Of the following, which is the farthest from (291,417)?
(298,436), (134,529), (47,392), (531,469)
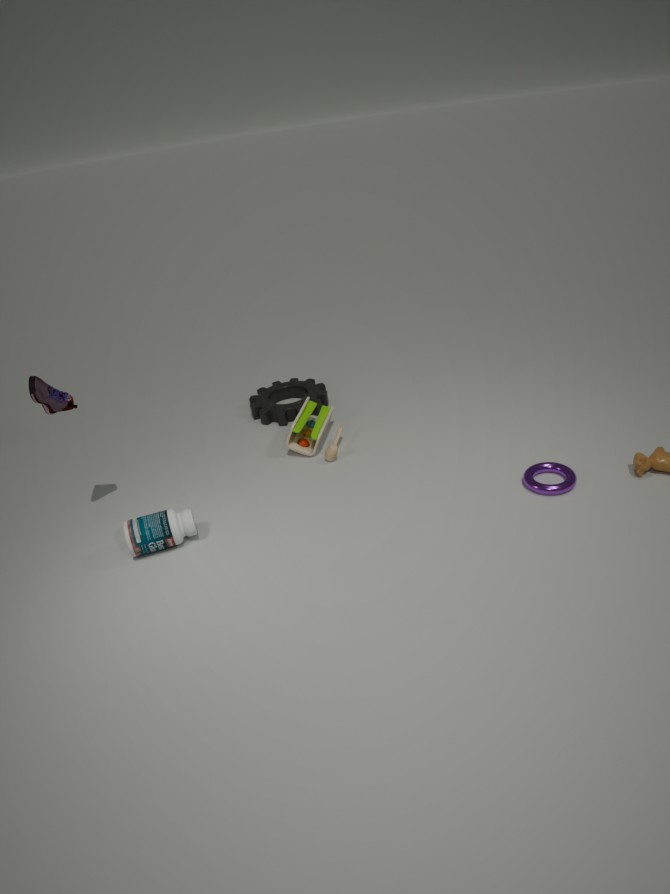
(531,469)
